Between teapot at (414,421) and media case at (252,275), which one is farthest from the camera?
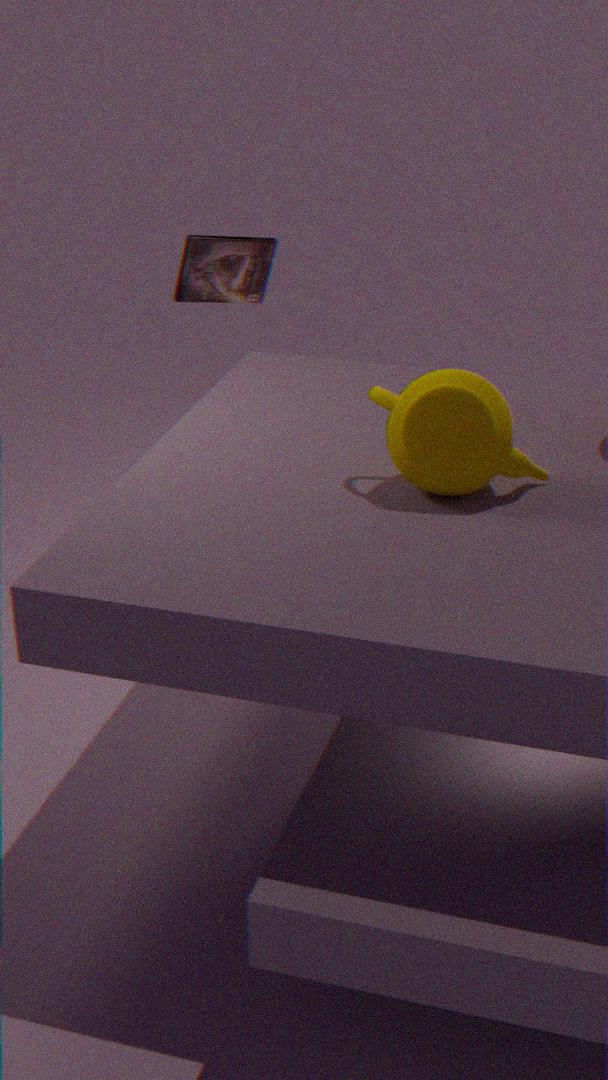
media case at (252,275)
